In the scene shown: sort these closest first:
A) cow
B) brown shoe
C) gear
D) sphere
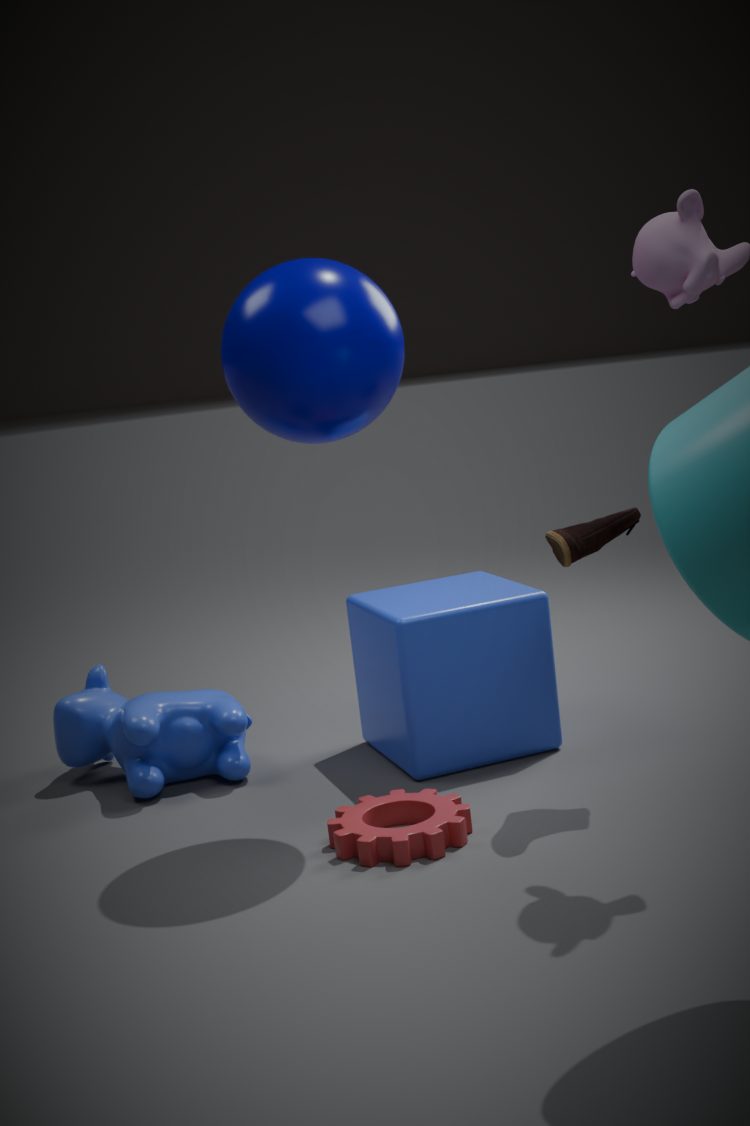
gear
sphere
brown shoe
cow
